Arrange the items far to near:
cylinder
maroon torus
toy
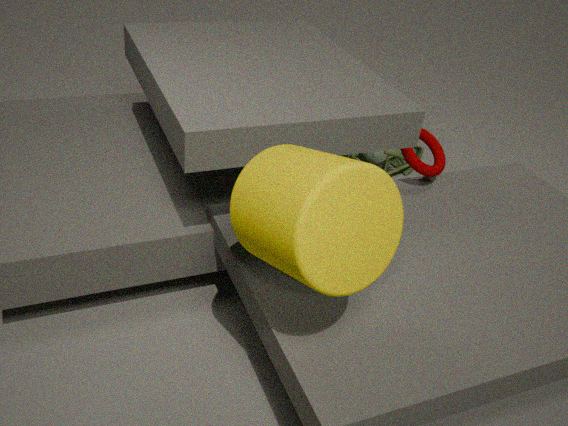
1. toy
2. maroon torus
3. cylinder
